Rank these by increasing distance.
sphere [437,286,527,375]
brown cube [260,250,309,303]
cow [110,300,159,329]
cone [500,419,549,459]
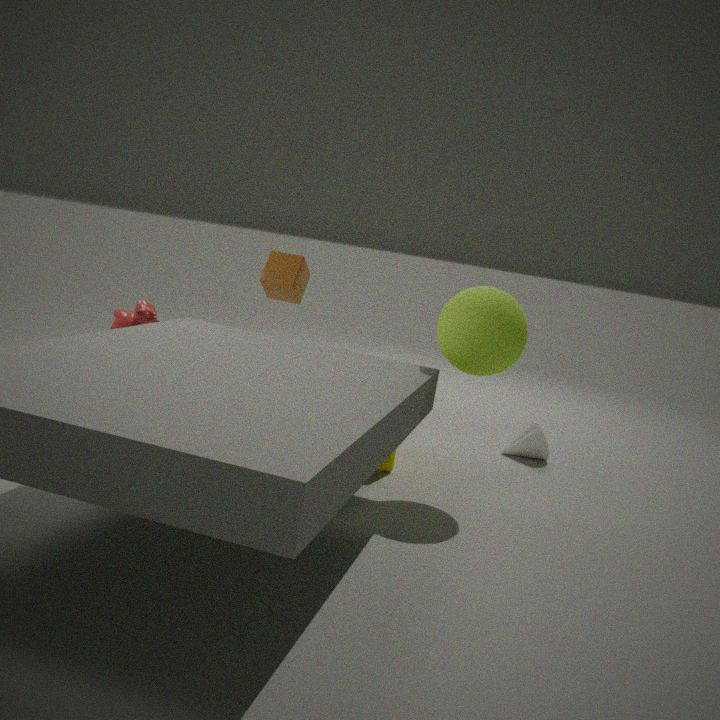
sphere [437,286,527,375]
cow [110,300,159,329]
brown cube [260,250,309,303]
cone [500,419,549,459]
